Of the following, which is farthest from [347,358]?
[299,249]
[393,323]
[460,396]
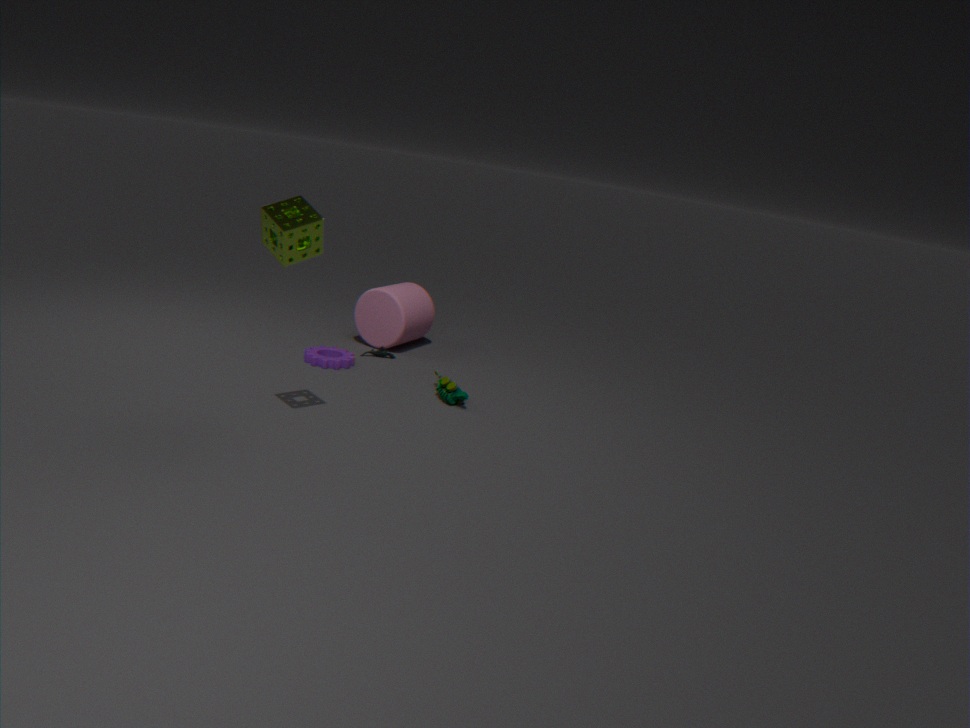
[299,249]
